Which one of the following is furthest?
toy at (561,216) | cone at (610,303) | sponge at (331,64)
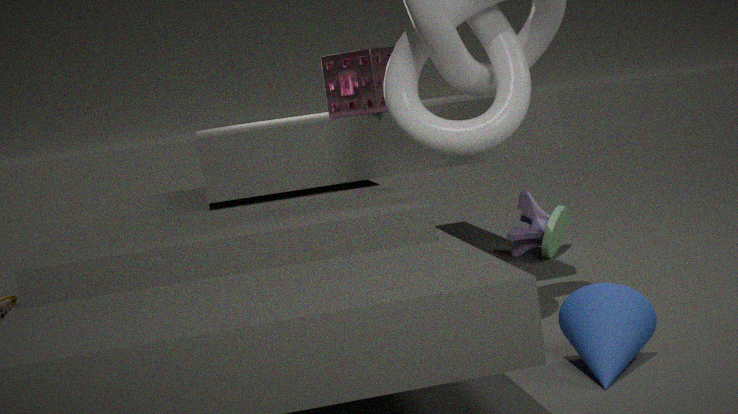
toy at (561,216)
